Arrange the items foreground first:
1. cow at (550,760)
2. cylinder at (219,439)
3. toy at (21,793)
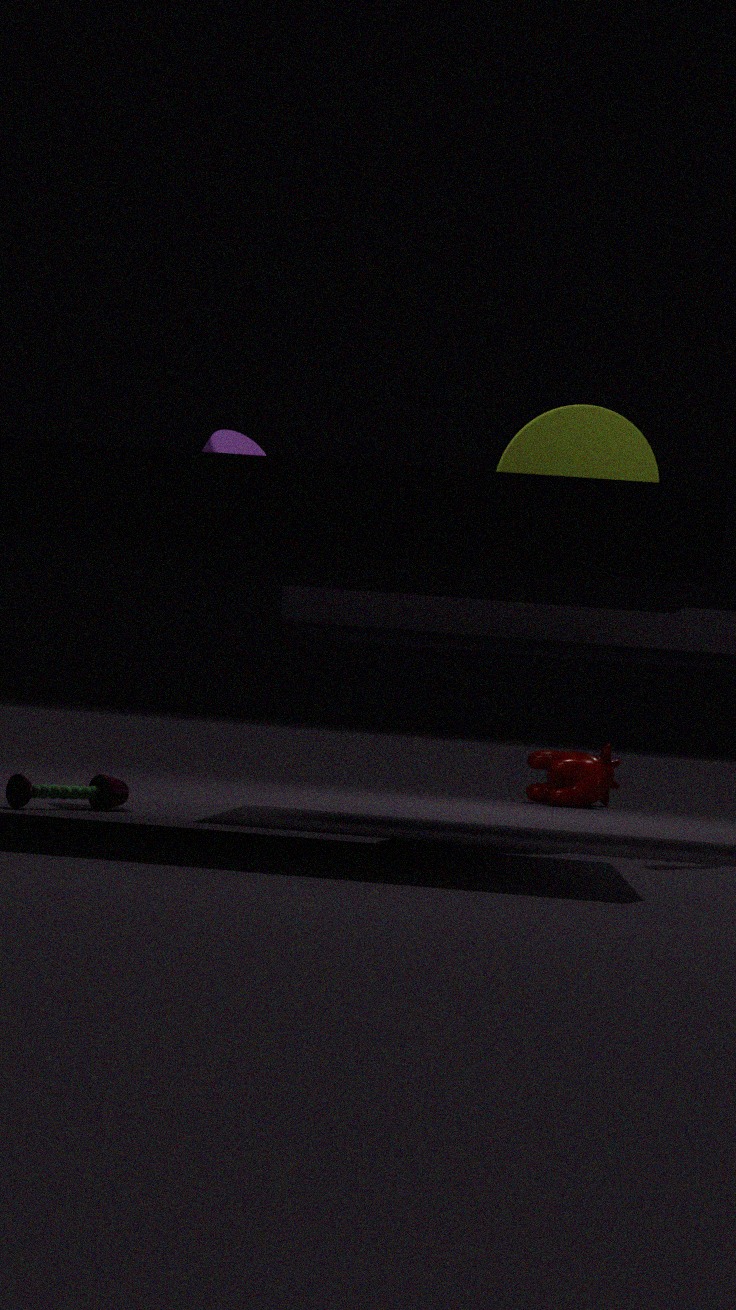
1. toy at (21,793)
2. cylinder at (219,439)
3. cow at (550,760)
